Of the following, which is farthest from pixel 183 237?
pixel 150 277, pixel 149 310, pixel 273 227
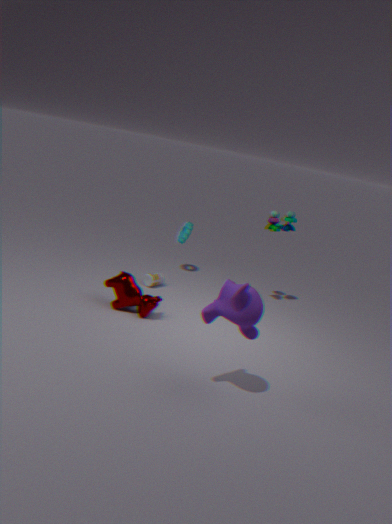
pixel 149 310
